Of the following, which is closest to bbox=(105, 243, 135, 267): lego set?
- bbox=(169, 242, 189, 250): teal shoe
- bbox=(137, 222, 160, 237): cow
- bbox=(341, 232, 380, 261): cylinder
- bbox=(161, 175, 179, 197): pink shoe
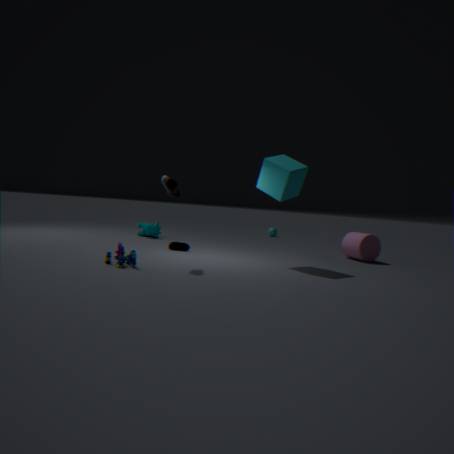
bbox=(161, 175, 179, 197): pink shoe
